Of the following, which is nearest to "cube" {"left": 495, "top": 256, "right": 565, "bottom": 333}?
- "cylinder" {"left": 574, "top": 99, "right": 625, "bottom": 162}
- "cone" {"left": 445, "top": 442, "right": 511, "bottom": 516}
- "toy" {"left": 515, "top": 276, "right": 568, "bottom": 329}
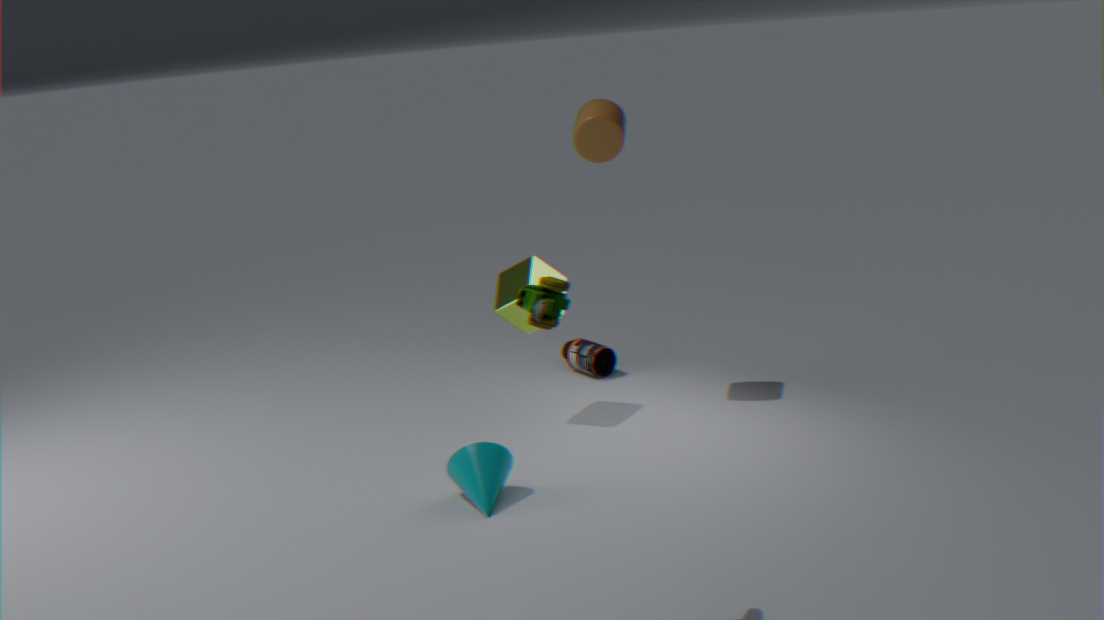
"cylinder" {"left": 574, "top": 99, "right": 625, "bottom": 162}
